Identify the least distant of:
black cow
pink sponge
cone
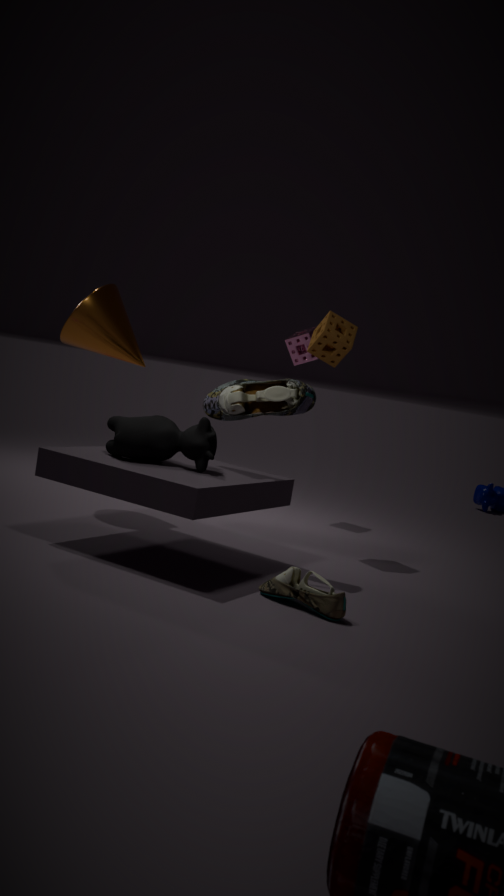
black cow
